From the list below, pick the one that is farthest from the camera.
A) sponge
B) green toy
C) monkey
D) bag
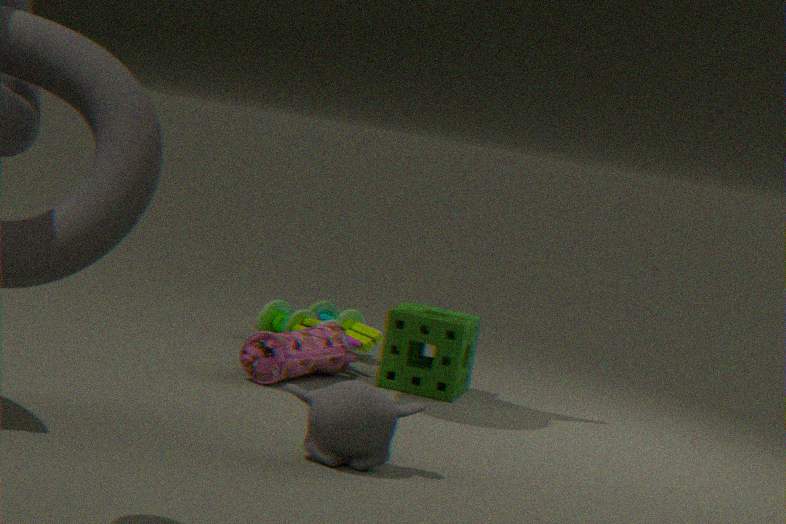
green toy
